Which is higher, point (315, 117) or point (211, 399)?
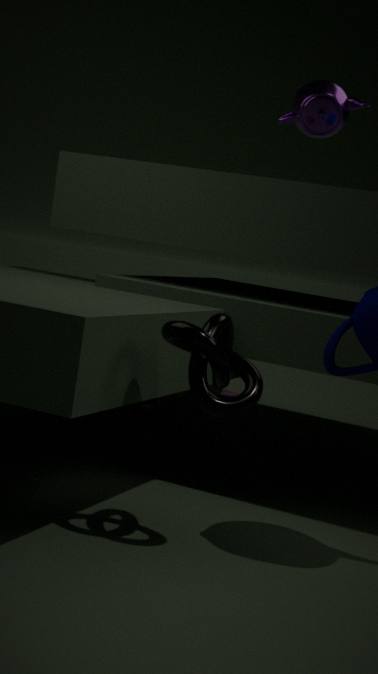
point (315, 117)
